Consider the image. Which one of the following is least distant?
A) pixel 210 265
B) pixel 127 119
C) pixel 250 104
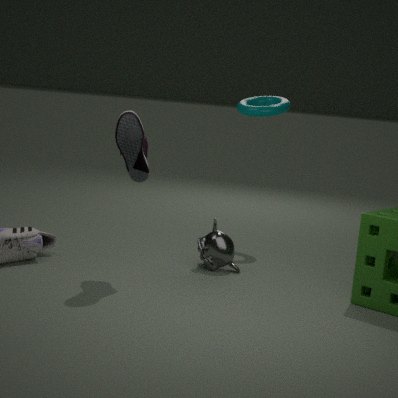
pixel 127 119
